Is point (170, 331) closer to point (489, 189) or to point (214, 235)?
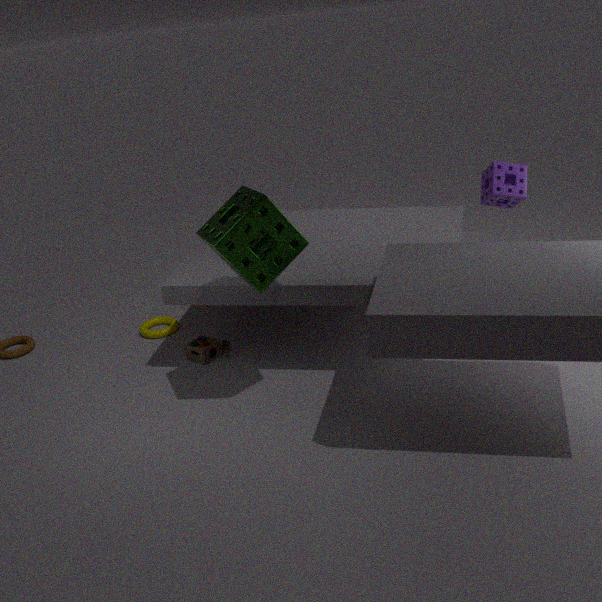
point (214, 235)
